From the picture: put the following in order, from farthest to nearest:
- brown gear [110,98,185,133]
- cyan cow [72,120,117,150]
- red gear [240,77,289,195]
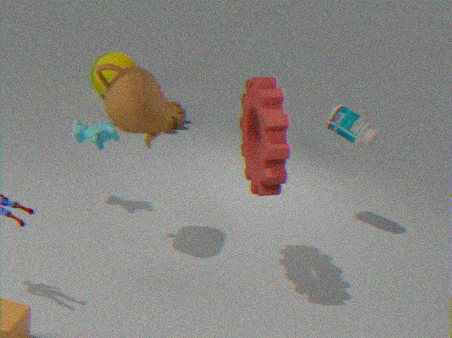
1. brown gear [110,98,185,133]
2. cyan cow [72,120,117,150]
3. red gear [240,77,289,195]
